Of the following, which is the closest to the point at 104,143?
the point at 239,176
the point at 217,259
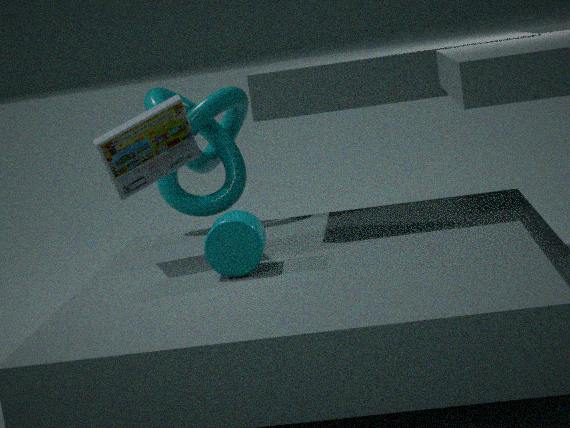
the point at 217,259
